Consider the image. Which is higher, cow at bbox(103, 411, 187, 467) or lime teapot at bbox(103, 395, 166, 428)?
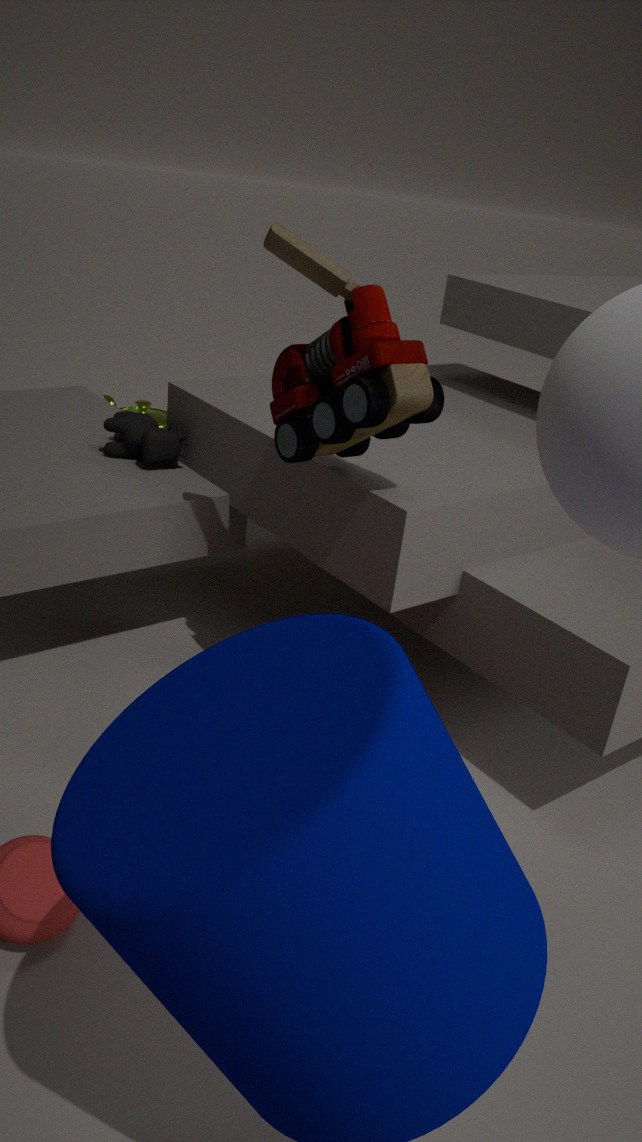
cow at bbox(103, 411, 187, 467)
